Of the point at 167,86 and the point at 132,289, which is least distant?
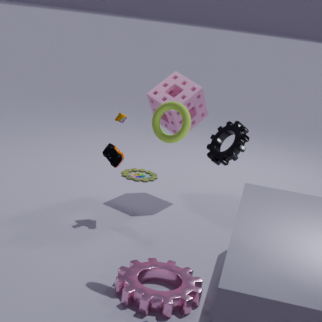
the point at 132,289
